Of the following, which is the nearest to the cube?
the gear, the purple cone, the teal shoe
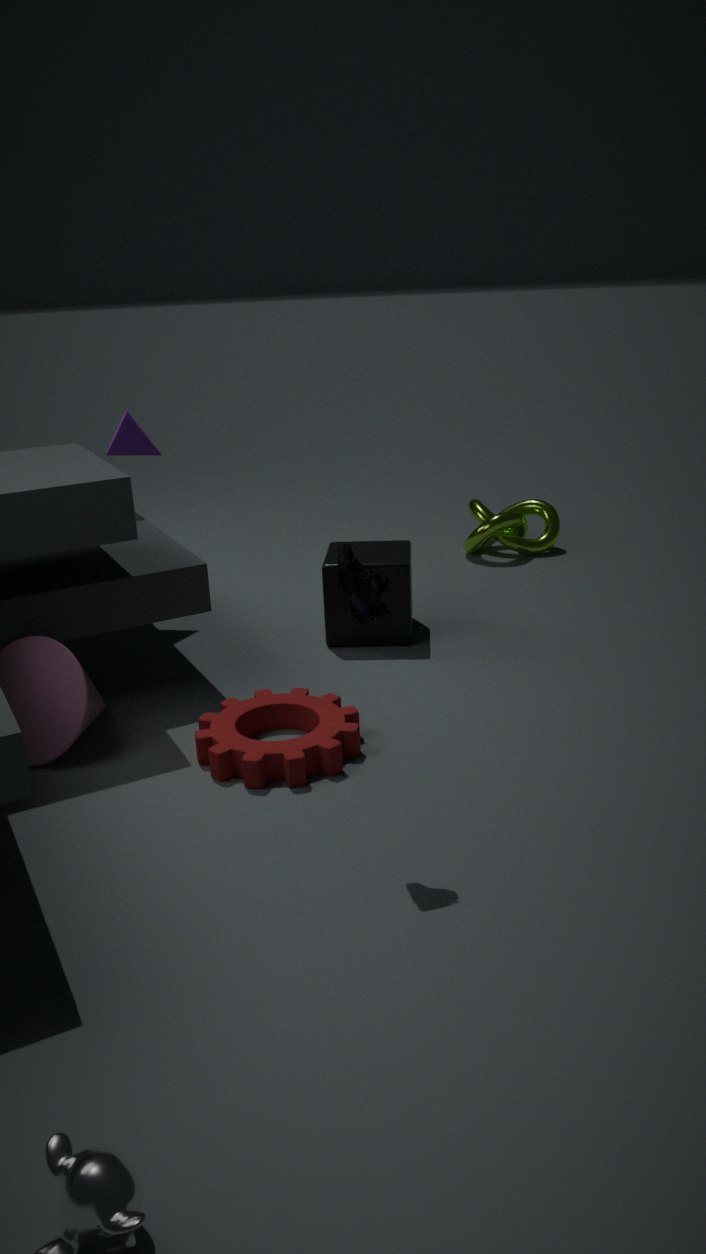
the gear
